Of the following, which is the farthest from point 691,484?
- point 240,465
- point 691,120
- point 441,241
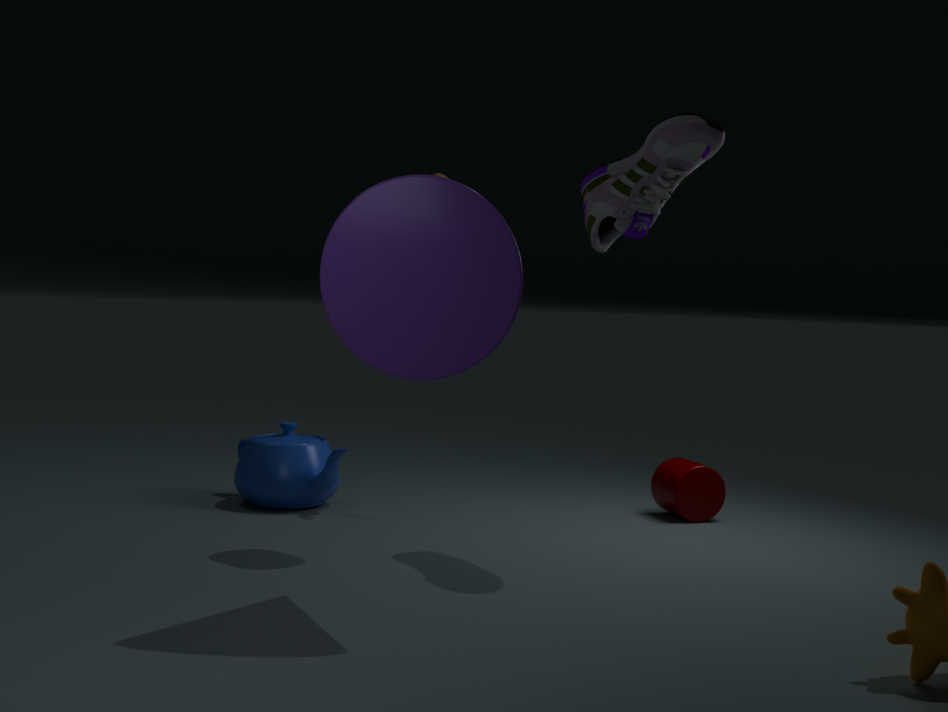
point 441,241
